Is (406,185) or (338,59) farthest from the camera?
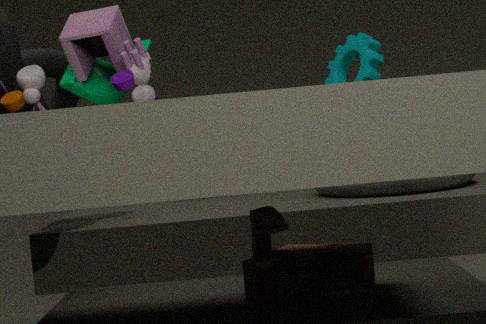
(338,59)
